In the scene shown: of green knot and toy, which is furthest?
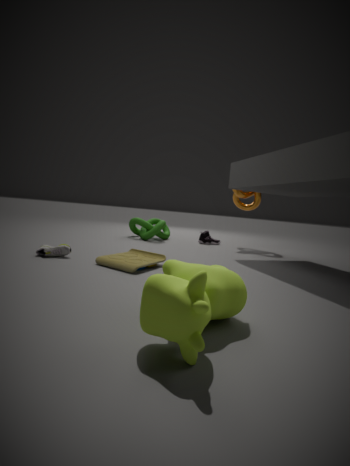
green knot
